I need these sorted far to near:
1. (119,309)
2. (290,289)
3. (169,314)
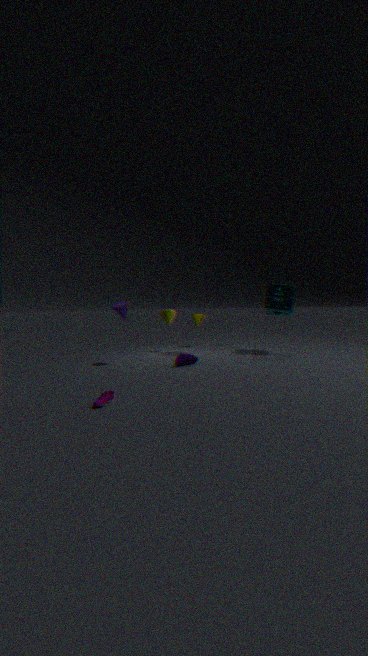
(169,314) < (290,289) < (119,309)
